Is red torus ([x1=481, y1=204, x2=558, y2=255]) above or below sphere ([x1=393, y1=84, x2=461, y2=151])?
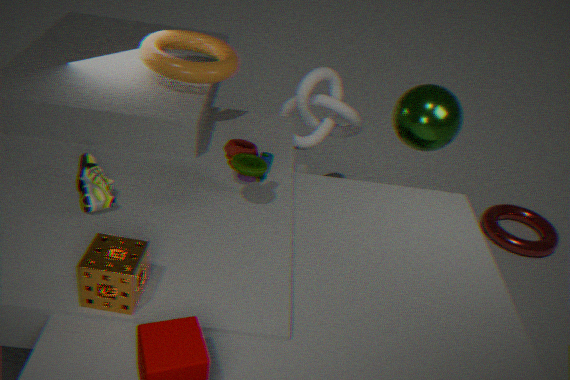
below
